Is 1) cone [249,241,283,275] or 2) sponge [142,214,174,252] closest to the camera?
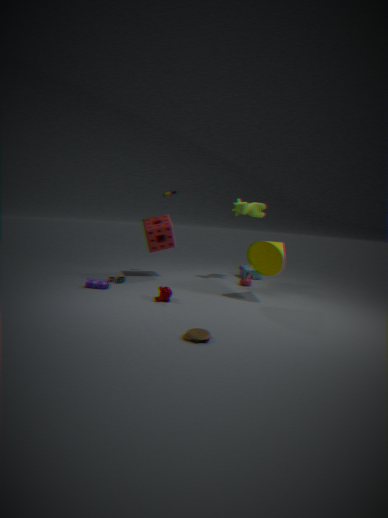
1. cone [249,241,283,275]
